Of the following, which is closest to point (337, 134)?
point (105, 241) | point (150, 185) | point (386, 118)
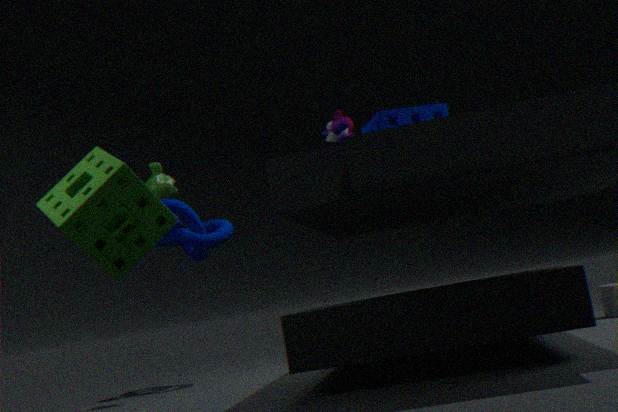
point (386, 118)
